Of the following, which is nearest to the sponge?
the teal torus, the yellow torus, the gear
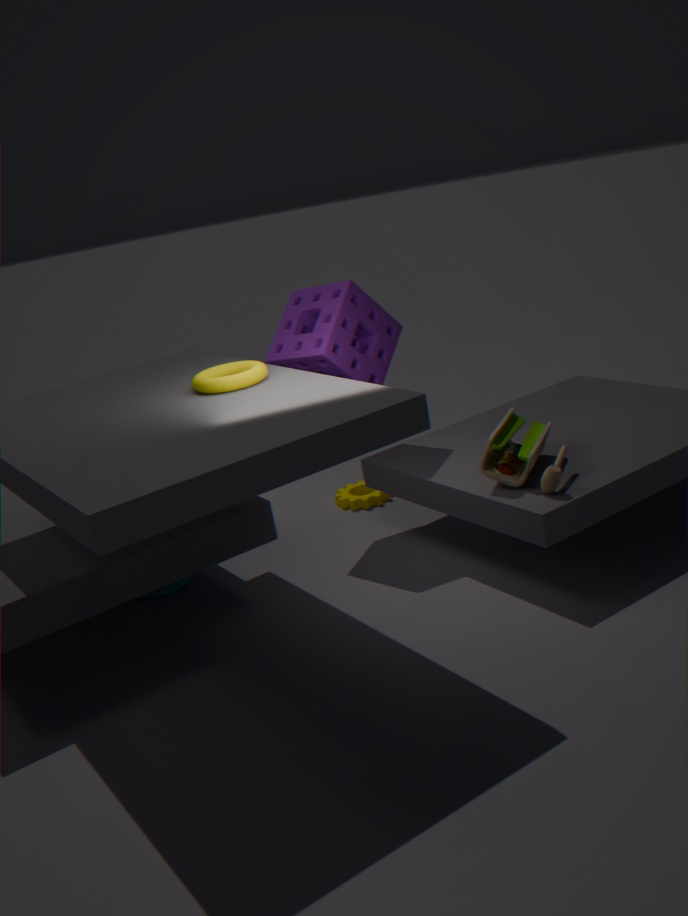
the yellow torus
